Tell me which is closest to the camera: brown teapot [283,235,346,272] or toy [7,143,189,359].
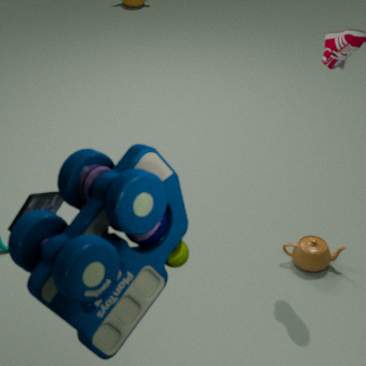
toy [7,143,189,359]
